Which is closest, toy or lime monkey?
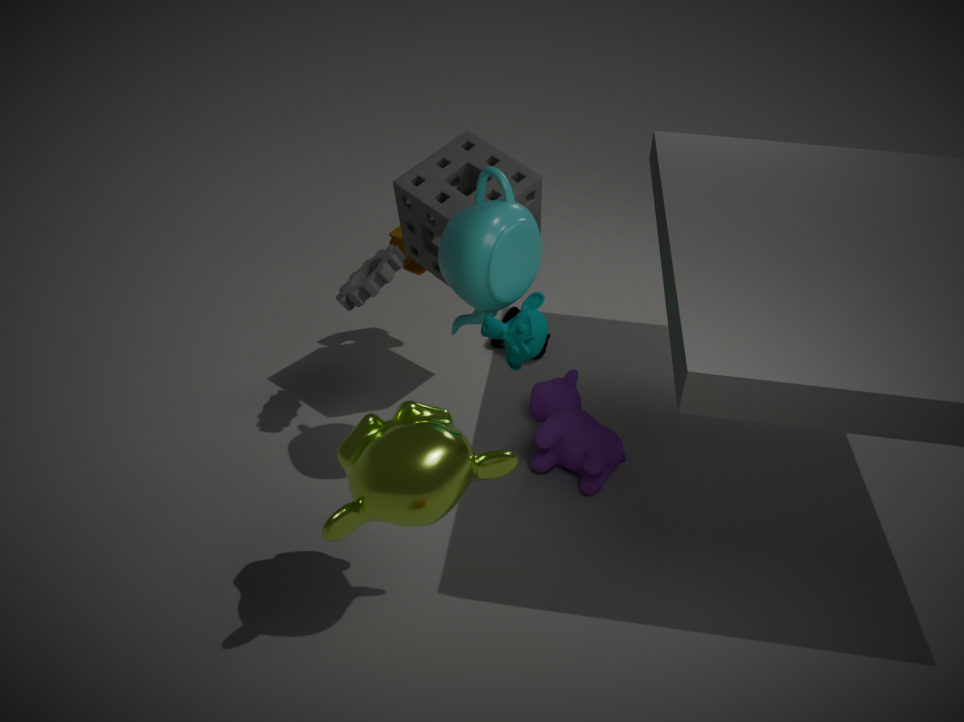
lime monkey
